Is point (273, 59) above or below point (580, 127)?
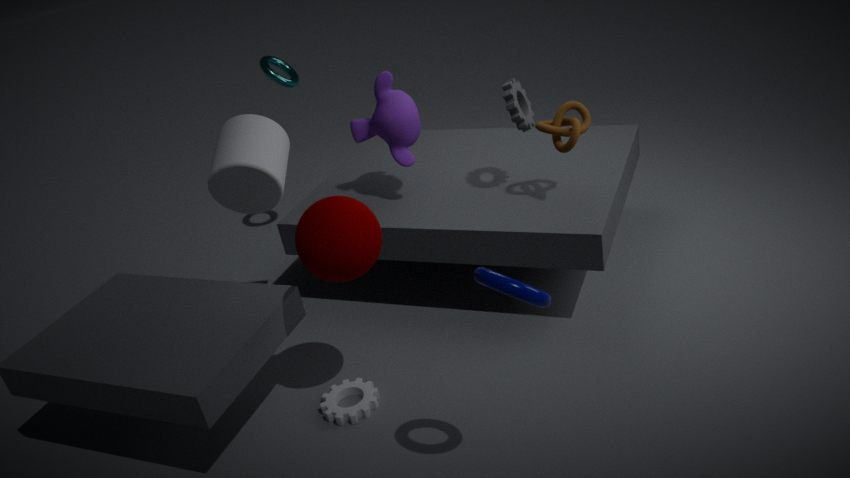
above
